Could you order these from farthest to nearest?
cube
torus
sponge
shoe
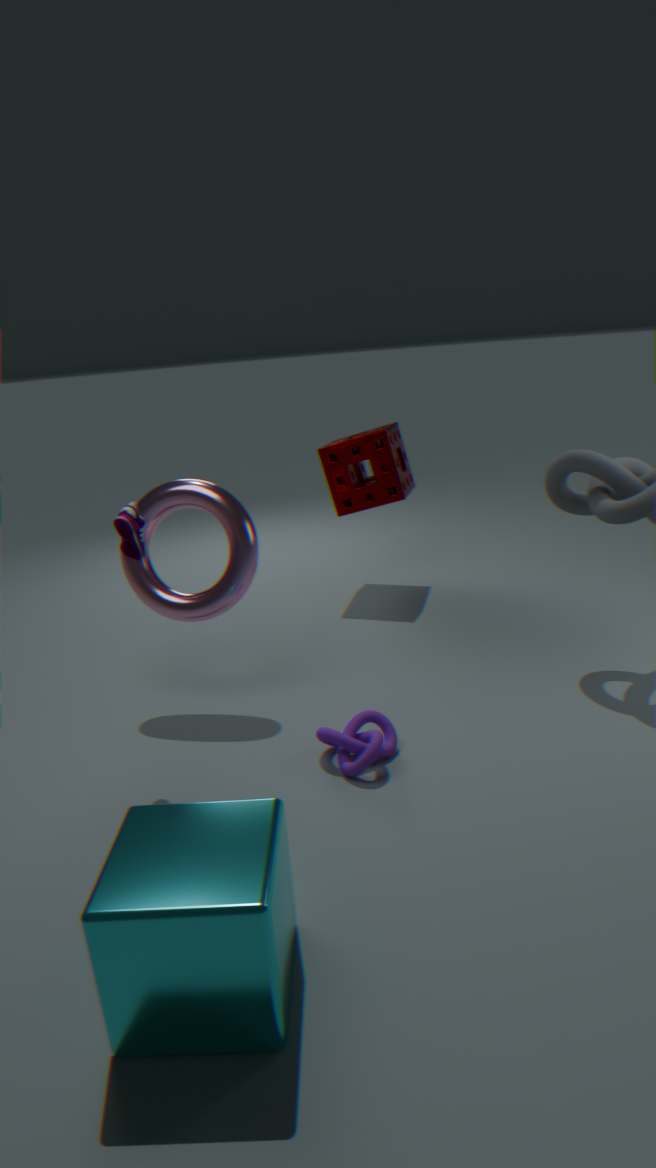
1. sponge
2. torus
3. shoe
4. cube
